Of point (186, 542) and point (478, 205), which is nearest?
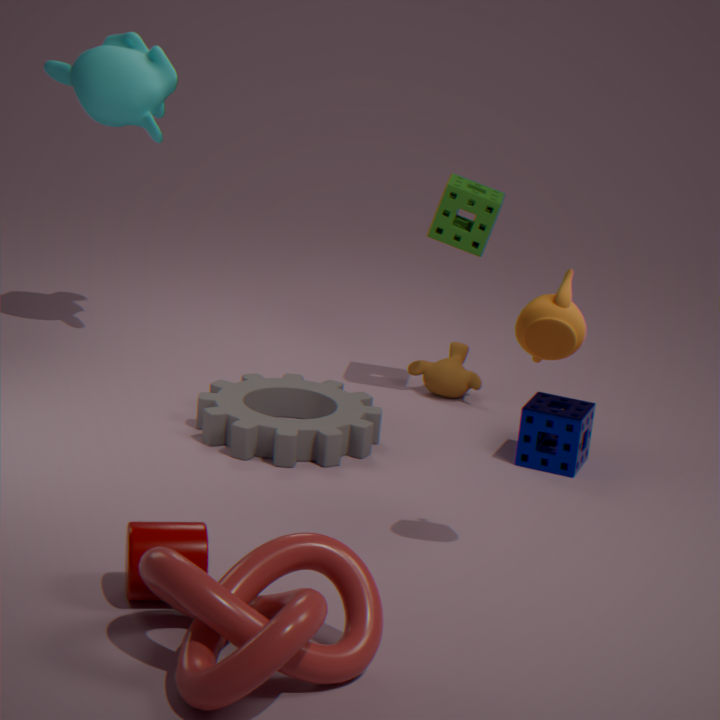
point (186, 542)
